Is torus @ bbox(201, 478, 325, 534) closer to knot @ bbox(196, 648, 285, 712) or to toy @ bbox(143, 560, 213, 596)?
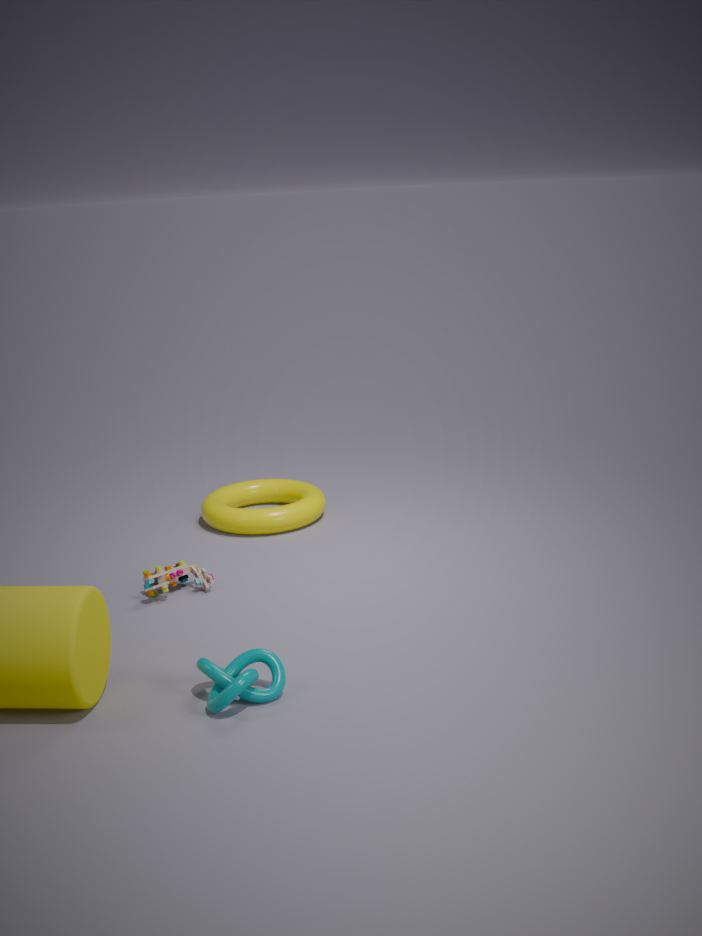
toy @ bbox(143, 560, 213, 596)
